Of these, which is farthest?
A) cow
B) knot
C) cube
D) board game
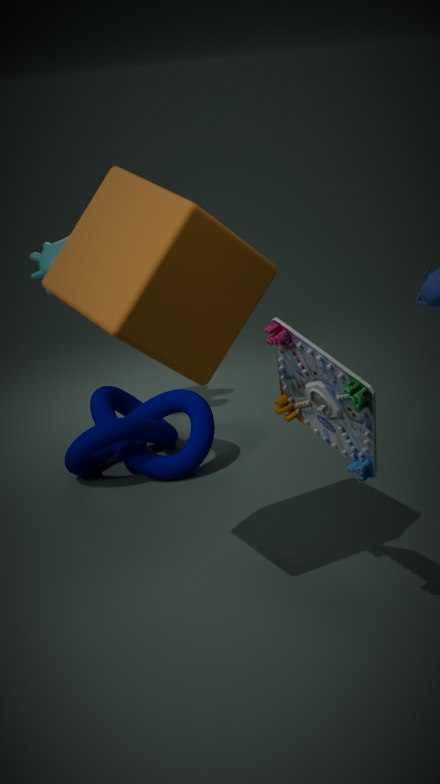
cow
